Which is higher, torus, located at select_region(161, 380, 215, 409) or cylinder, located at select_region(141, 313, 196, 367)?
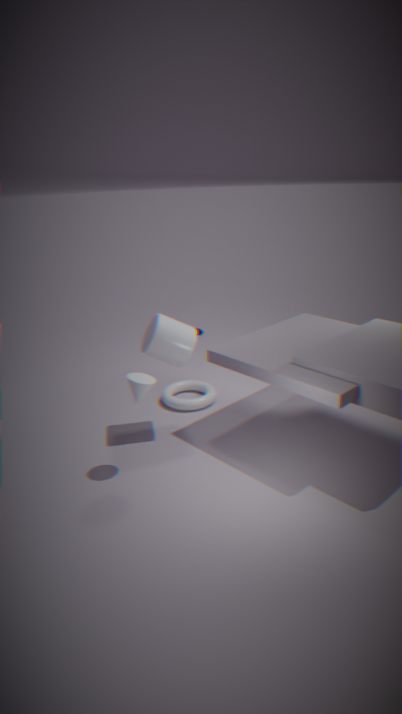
cylinder, located at select_region(141, 313, 196, 367)
